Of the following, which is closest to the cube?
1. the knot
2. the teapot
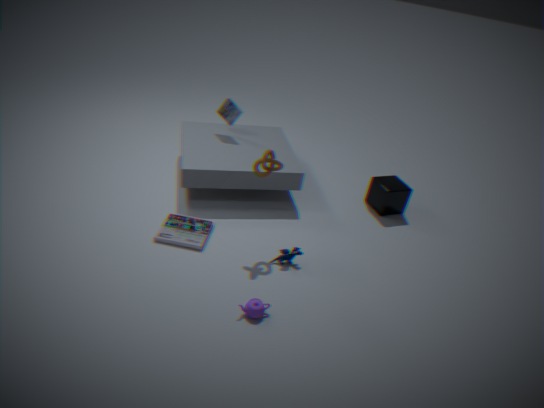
the knot
